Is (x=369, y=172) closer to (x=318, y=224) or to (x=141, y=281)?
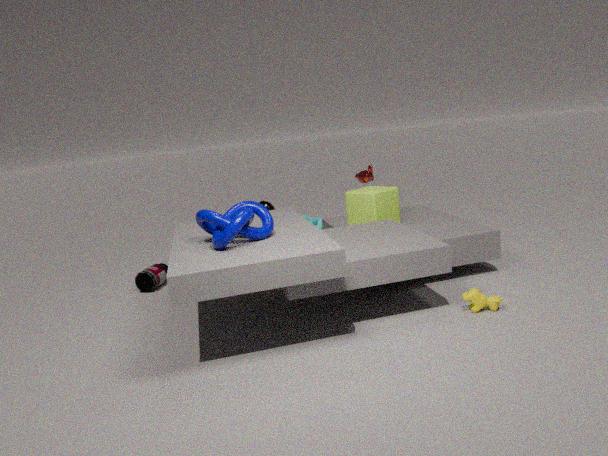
(x=318, y=224)
